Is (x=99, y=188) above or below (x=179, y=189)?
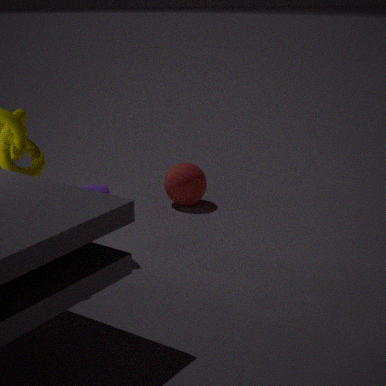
above
